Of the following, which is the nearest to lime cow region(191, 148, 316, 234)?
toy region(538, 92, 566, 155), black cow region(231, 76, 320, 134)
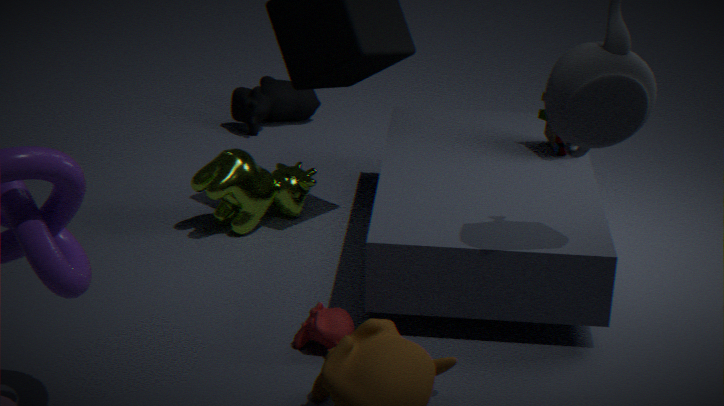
black cow region(231, 76, 320, 134)
